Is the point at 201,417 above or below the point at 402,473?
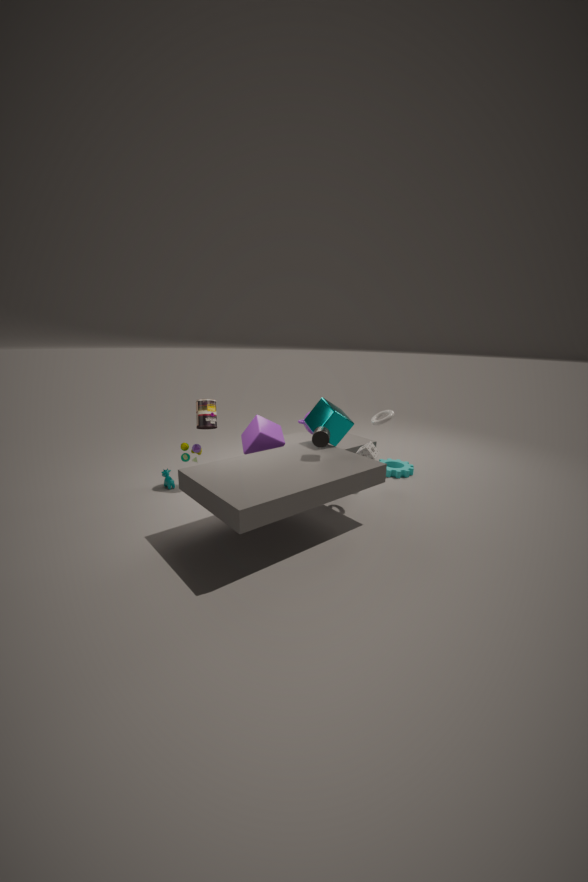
above
